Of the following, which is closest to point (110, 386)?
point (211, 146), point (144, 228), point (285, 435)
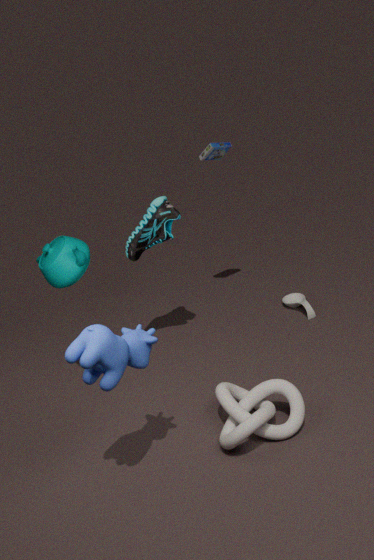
point (285, 435)
